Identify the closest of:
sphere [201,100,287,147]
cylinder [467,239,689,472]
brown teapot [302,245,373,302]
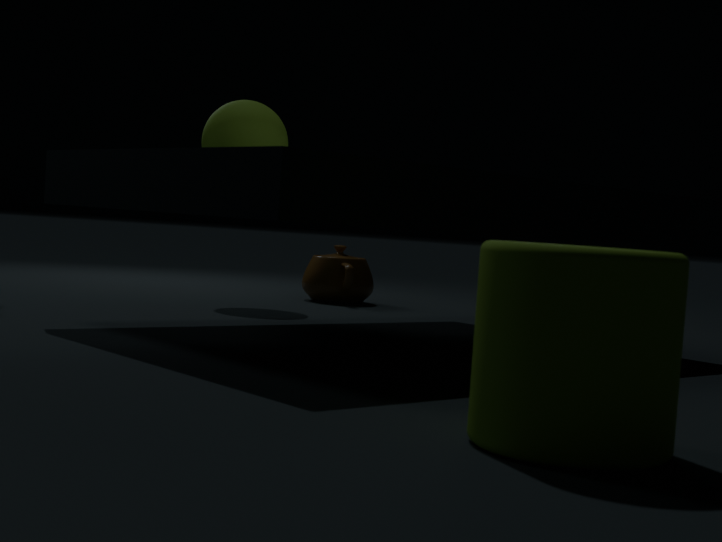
cylinder [467,239,689,472]
